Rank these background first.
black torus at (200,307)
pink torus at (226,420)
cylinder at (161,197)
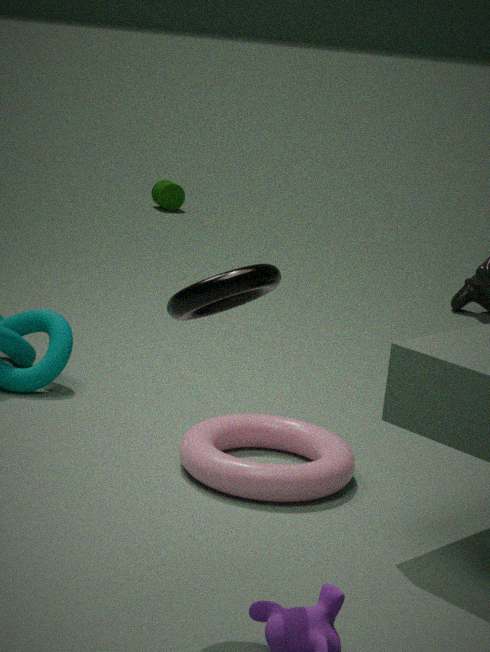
1. cylinder at (161,197)
2. pink torus at (226,420)
3. black torus at (200,307)
